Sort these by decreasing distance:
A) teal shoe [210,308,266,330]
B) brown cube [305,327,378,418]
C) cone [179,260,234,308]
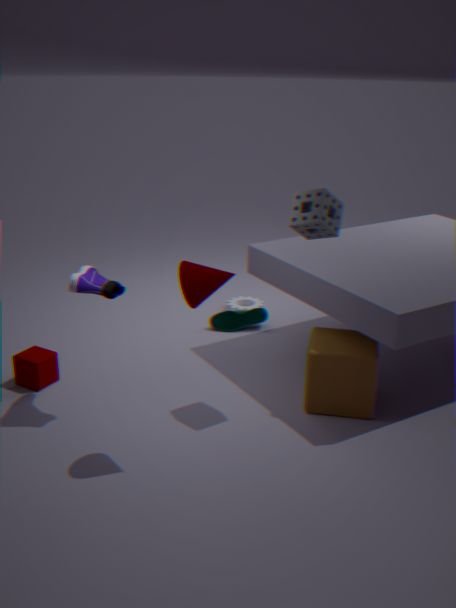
teal shoe [210,308,266,330] < brown cube [305,327,378,418] < cone [179,260,234,308]
